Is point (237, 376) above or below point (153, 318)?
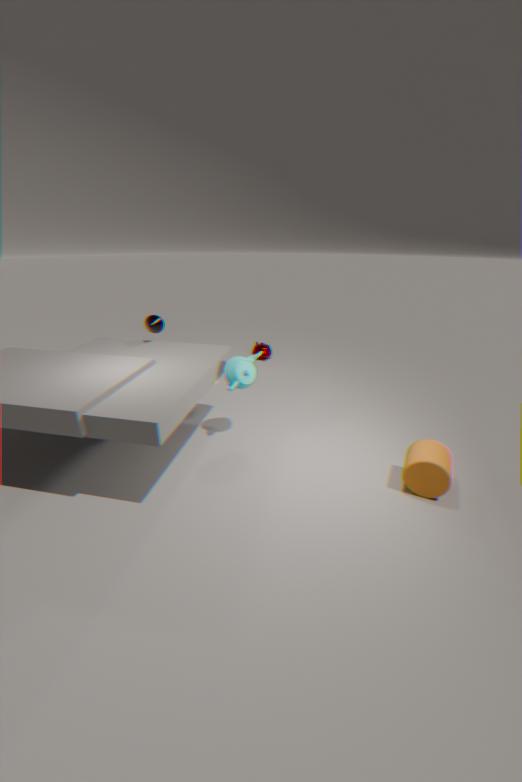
below
